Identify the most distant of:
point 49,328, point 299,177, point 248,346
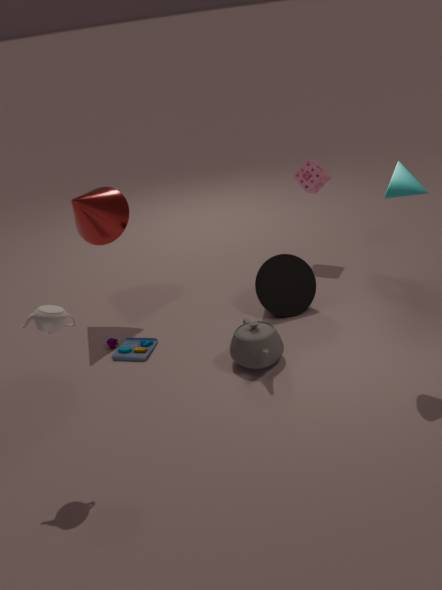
Answer: point 299,177
